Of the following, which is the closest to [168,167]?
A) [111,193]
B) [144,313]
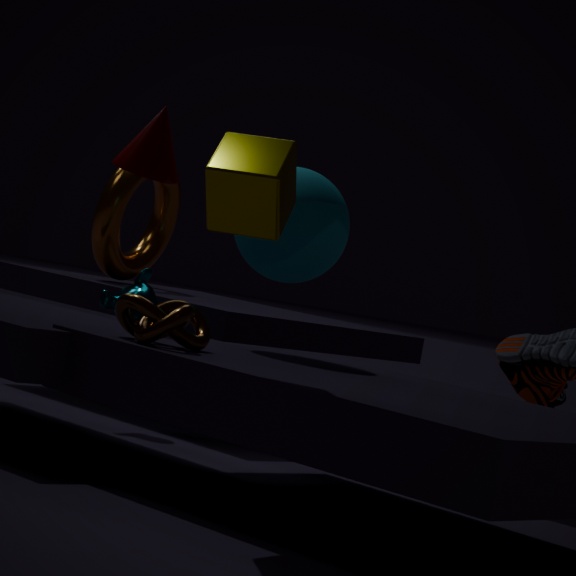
[144,313]
